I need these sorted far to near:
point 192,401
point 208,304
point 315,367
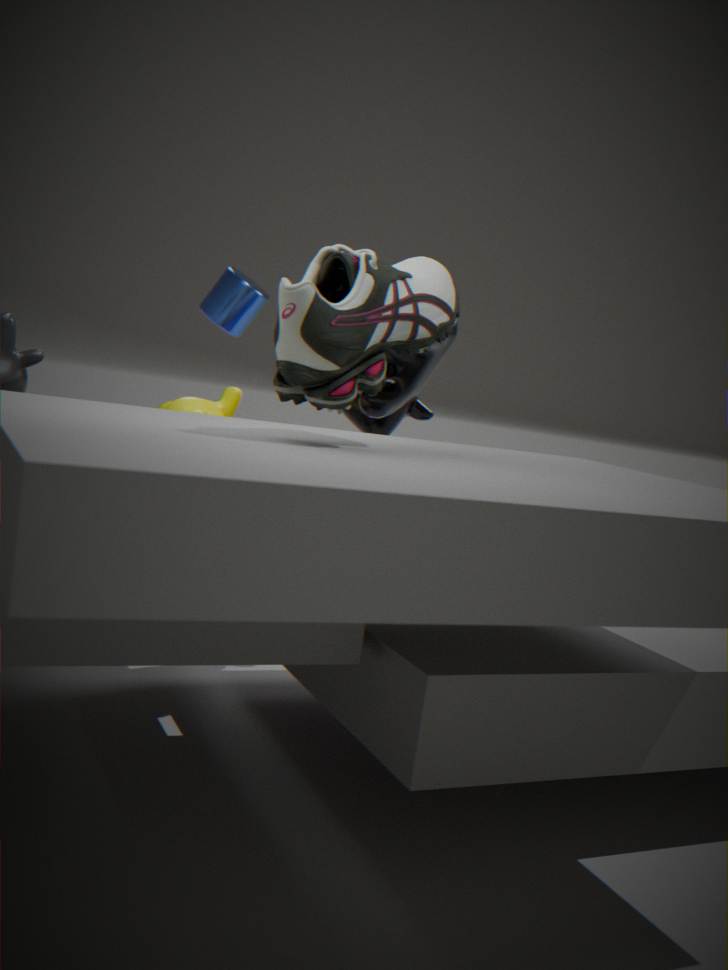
point 208,304 → point 192,401 → point 315,367
